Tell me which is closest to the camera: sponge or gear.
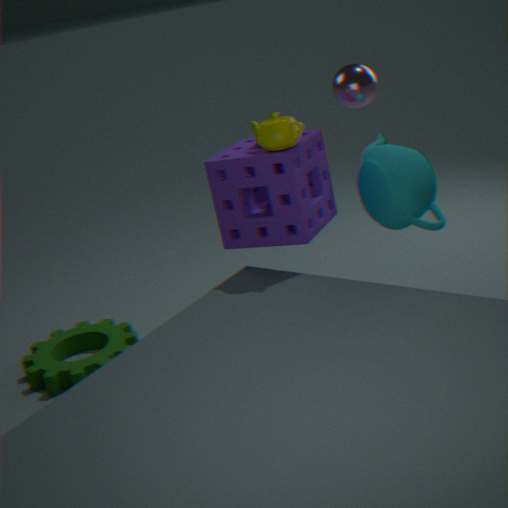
sponge
